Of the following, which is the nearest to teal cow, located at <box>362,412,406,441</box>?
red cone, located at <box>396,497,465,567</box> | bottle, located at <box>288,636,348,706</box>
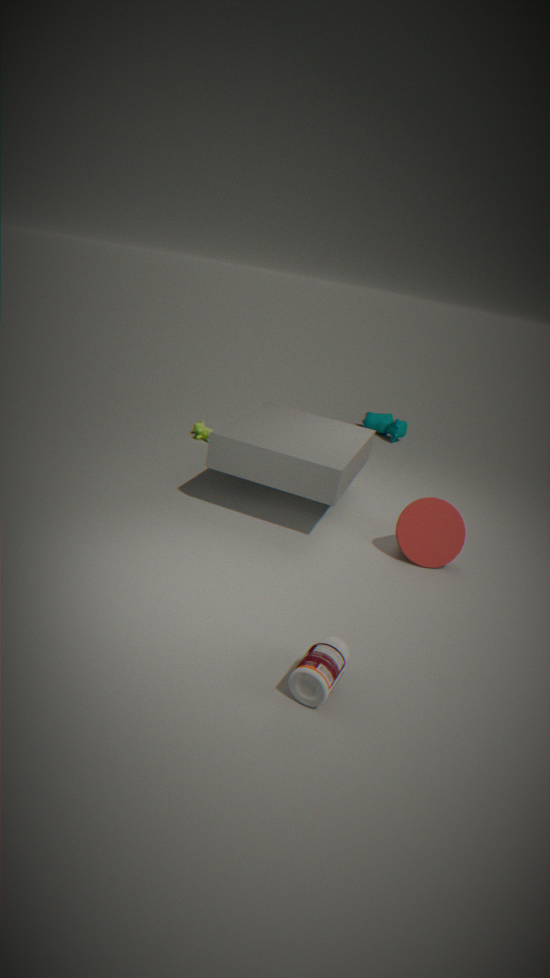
red cone, located at <box>396,497,465,567</box>
